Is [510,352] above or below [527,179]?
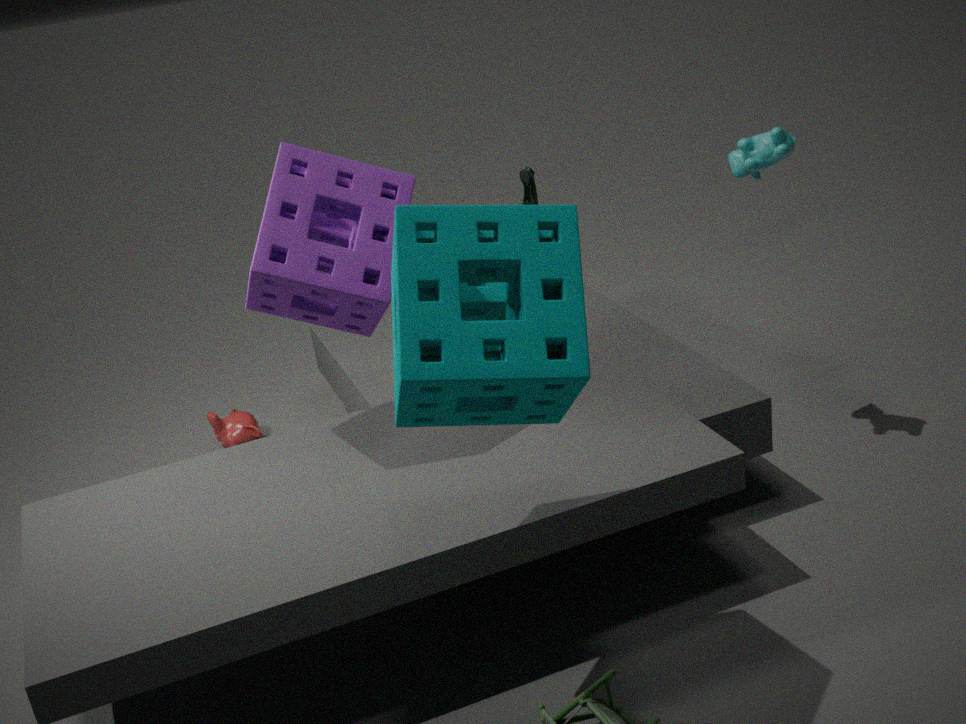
above
